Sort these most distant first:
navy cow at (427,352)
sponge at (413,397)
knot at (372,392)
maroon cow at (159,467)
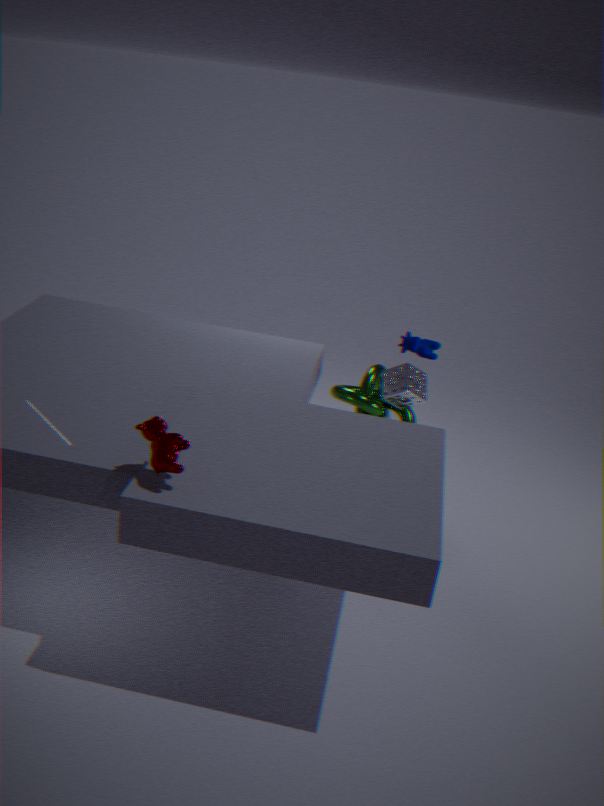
knot at (372,392)
sponge at (413,397)
navy cow at (427,352)
maroon cow at (159,467)
